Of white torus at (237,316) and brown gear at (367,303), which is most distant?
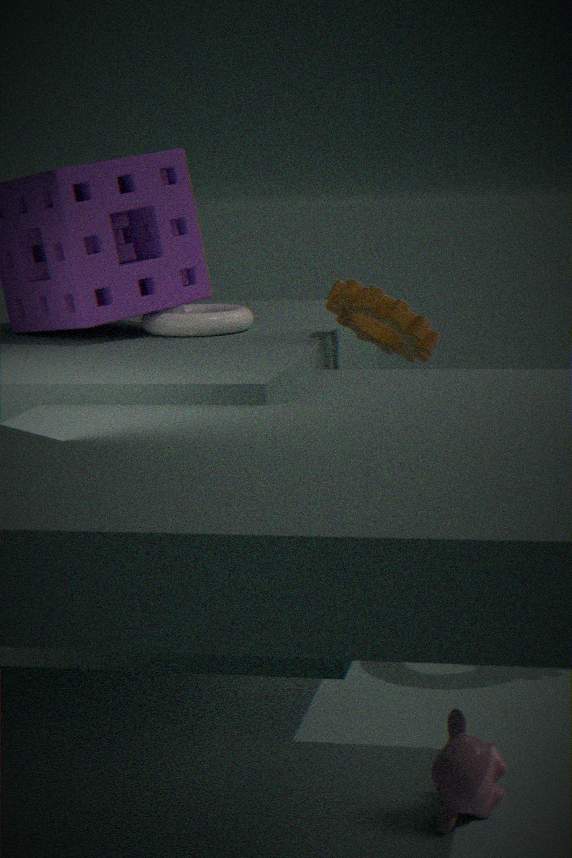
white torus at (237,316)
